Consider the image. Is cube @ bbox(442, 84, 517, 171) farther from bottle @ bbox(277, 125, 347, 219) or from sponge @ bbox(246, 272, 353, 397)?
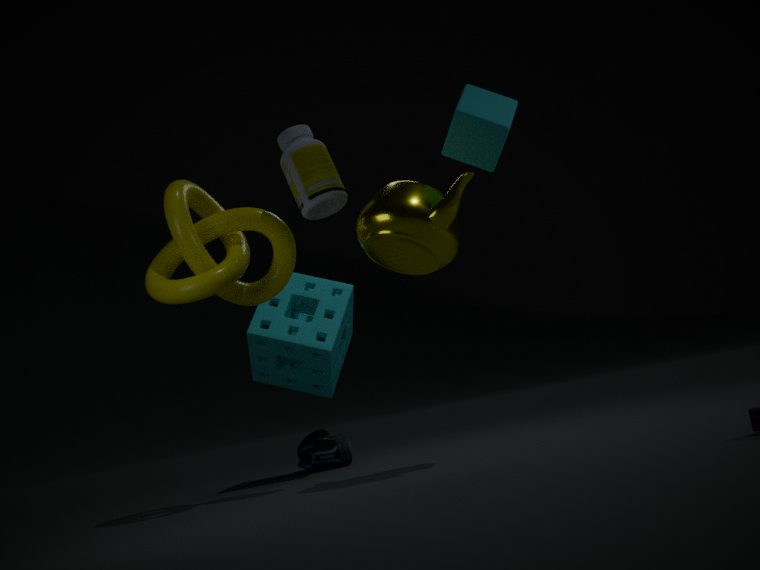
sponge @ bbox(246, 272, 353, 397)
